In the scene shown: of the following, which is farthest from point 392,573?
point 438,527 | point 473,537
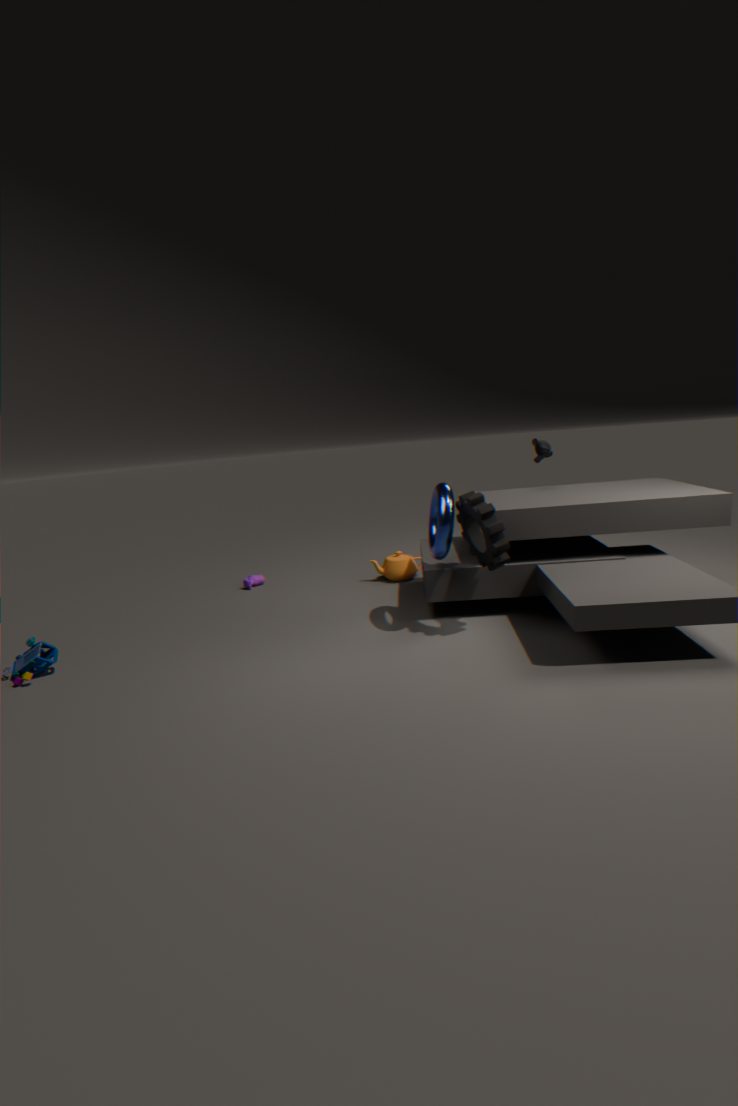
point 473,537
